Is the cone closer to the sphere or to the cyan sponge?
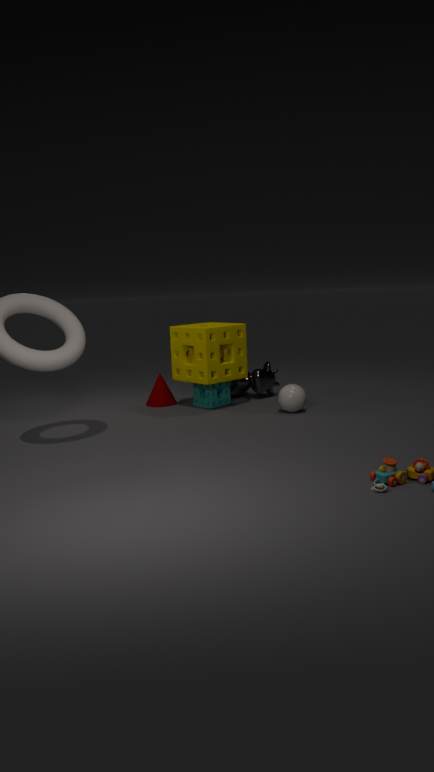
the cyan sponge
